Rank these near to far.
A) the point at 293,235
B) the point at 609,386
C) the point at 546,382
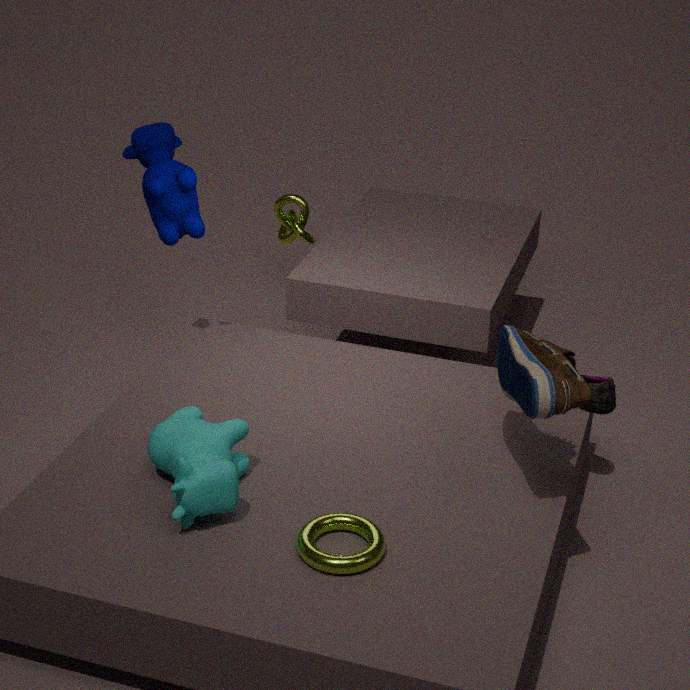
the point at 546,382 → the point at 609,386 → the point at 293,235
